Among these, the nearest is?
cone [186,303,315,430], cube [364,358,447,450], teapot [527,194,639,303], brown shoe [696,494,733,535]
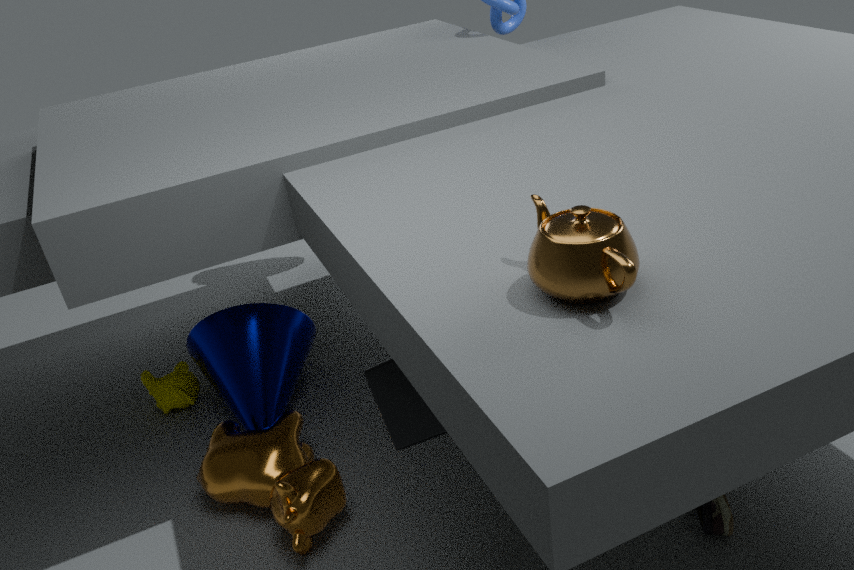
teapot [527,194,639,303]
